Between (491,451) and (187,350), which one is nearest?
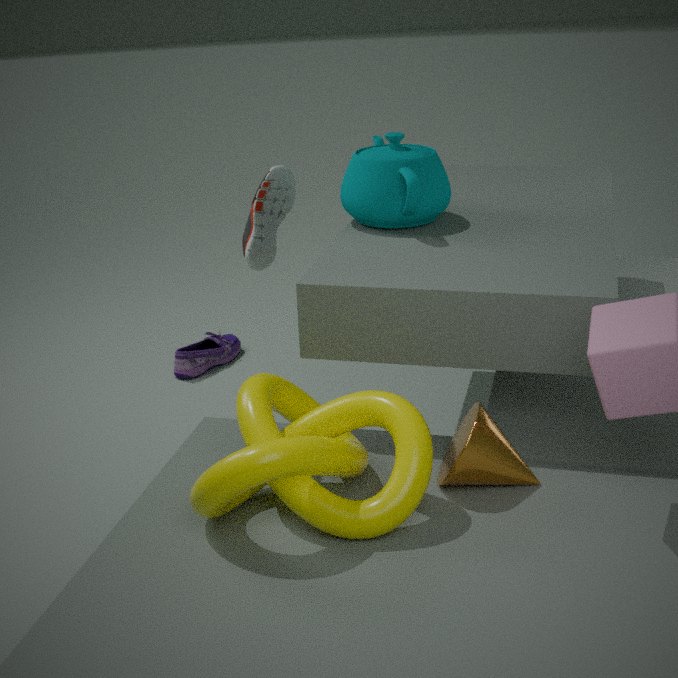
(491,451)
